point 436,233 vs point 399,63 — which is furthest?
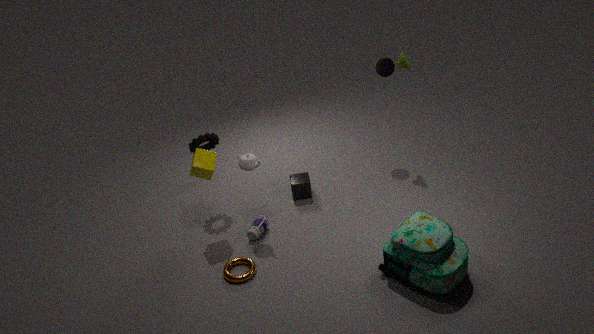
point 399,63
